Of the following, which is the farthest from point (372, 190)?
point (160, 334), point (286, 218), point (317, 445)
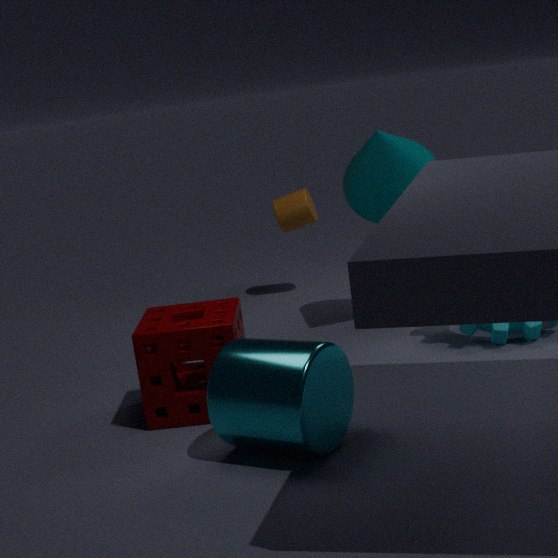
point (317, 445)
